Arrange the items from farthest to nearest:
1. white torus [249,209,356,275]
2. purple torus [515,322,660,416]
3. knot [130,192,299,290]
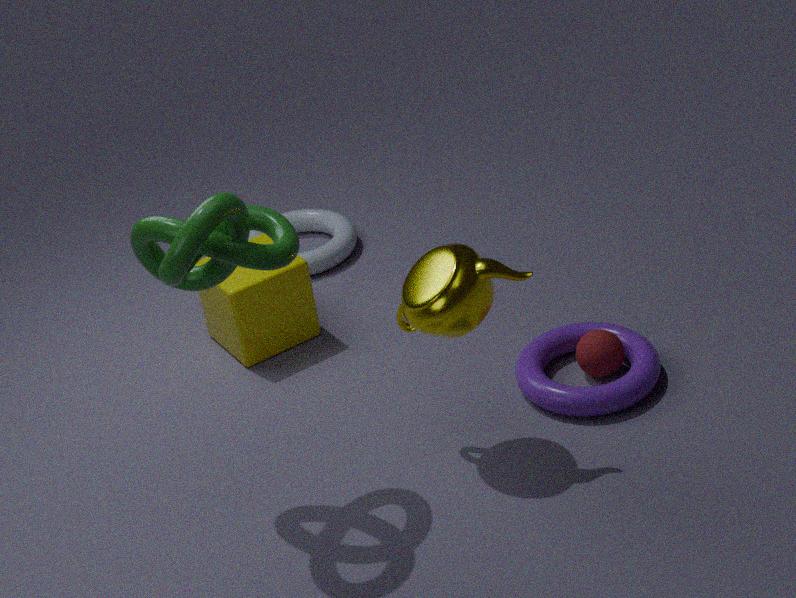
white torus [249,209,356,275] → purple torus [515,322,660,416] → knot [130,192,299,290]
